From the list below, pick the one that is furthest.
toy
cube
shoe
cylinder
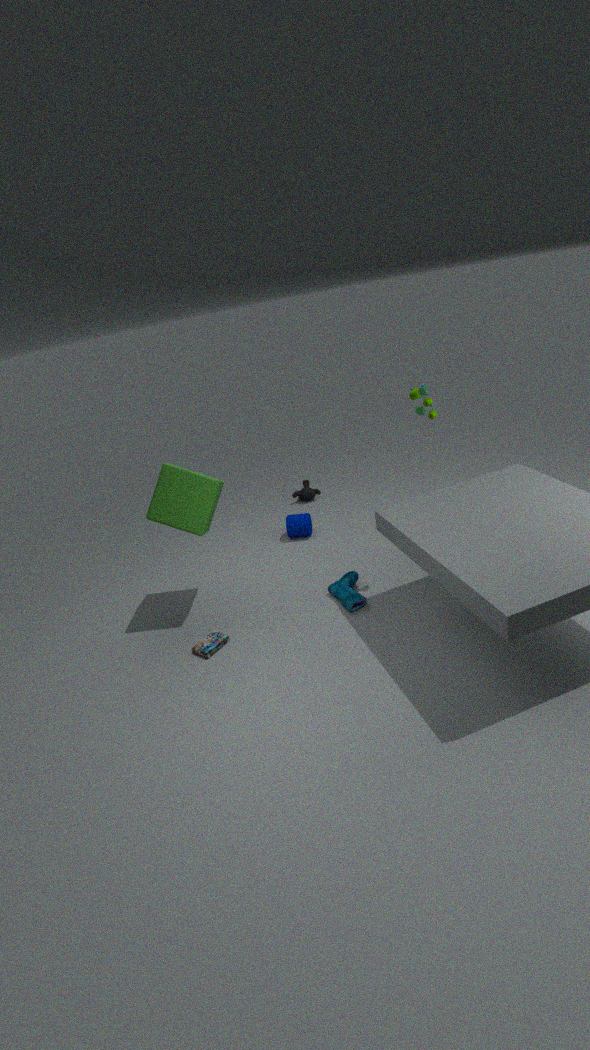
cylinder
